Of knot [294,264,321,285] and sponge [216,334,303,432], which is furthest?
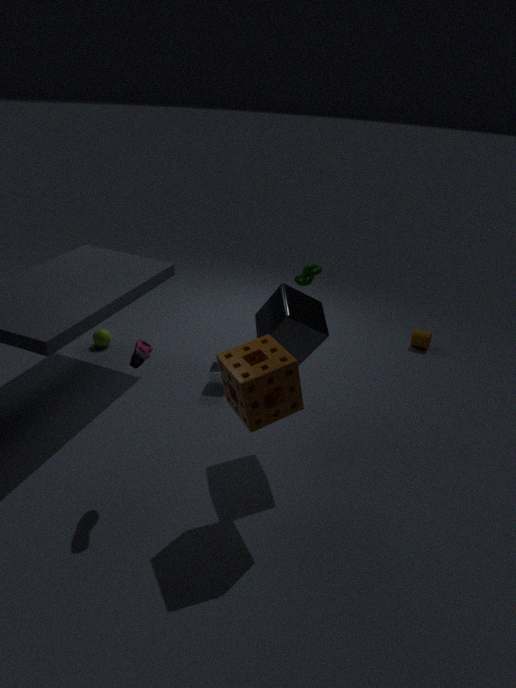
knot [294,264,321,285]
